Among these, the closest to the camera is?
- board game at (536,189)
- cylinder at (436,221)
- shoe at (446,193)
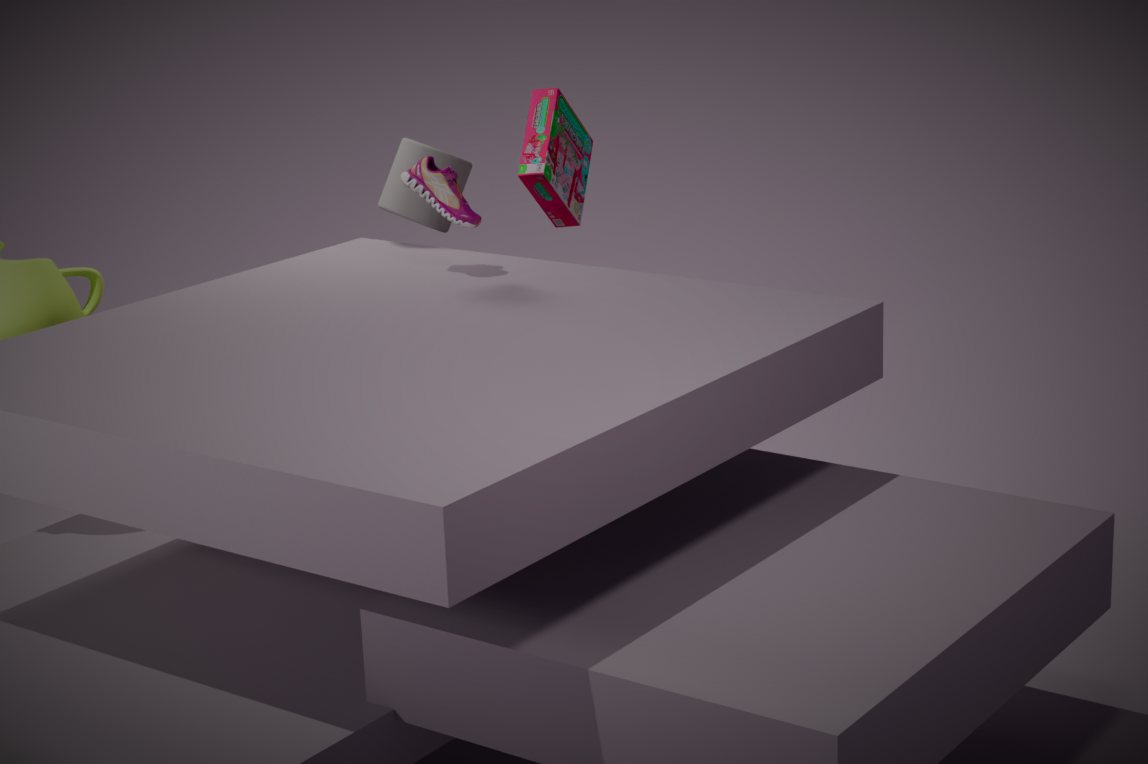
shoe at (446,193)
